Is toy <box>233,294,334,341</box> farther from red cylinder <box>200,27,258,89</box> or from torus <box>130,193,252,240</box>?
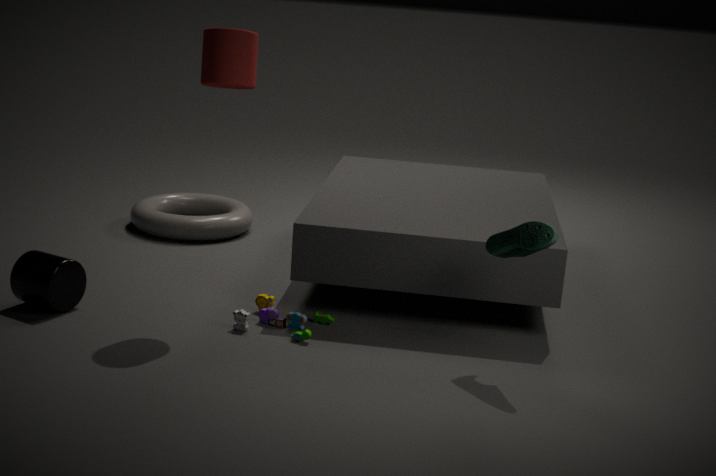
torus <box>130,193,252,240</box>
